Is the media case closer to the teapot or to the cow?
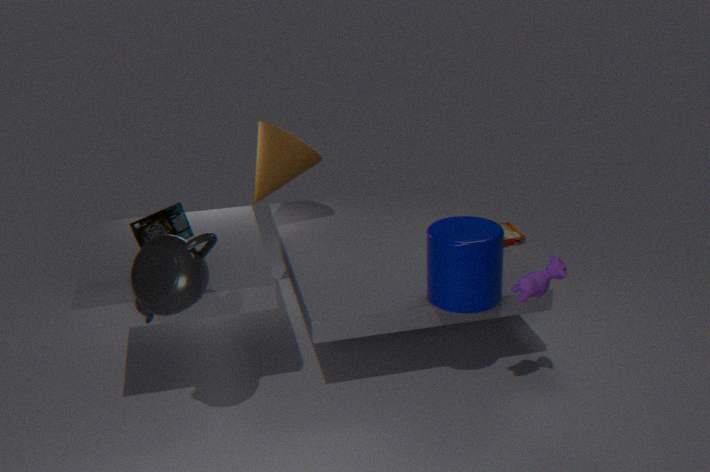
the cow
